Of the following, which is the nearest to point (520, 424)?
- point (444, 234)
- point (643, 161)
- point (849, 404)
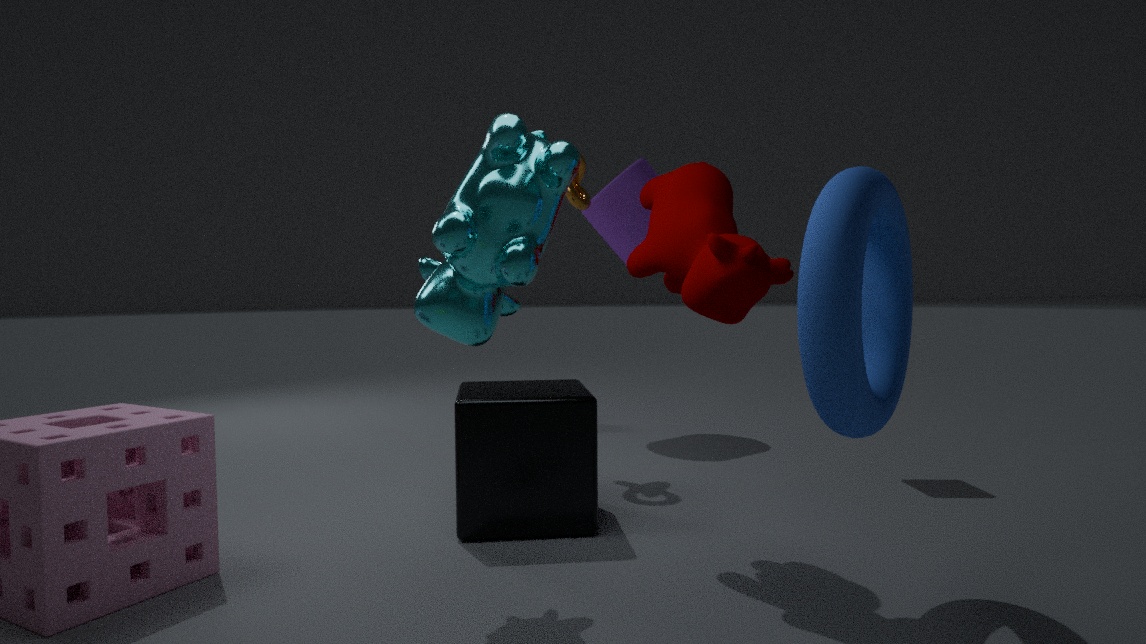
point (444, 234)
